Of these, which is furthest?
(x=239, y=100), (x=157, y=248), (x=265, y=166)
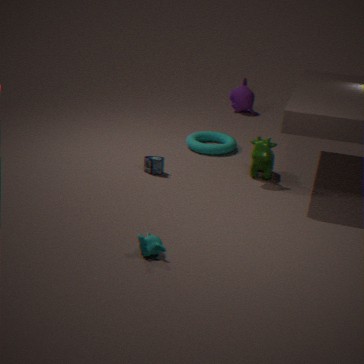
(x=239, y=100)
